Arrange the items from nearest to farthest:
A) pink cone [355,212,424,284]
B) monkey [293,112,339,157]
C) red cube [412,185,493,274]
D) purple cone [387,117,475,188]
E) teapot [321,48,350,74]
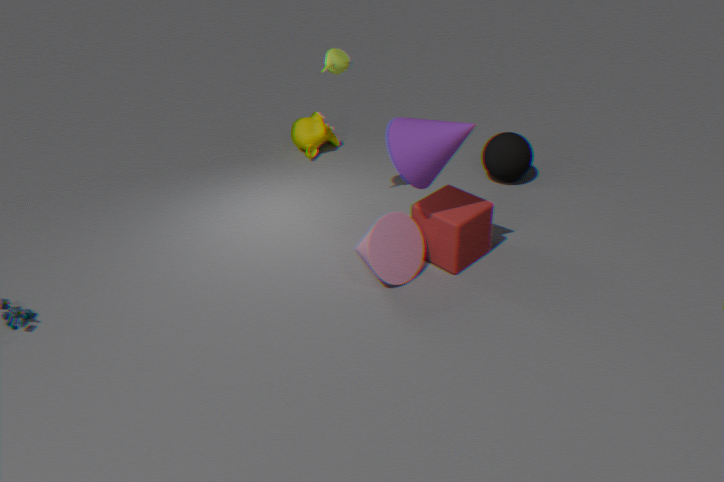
purple cone [387,117,475,188], pink cone [355,212,424,284], red cube [412,185,493,274], teapot [321,48,350,74], monkey [293,112,339,157]
